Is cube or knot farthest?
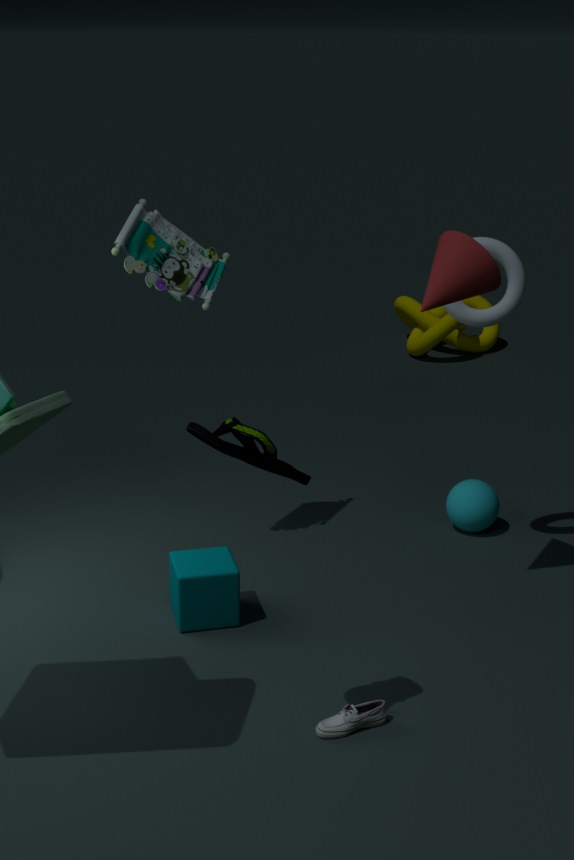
knot
